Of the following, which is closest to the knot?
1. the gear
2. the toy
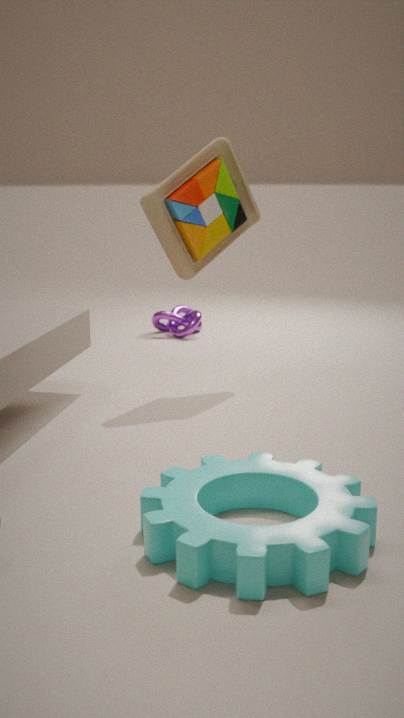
the toy
